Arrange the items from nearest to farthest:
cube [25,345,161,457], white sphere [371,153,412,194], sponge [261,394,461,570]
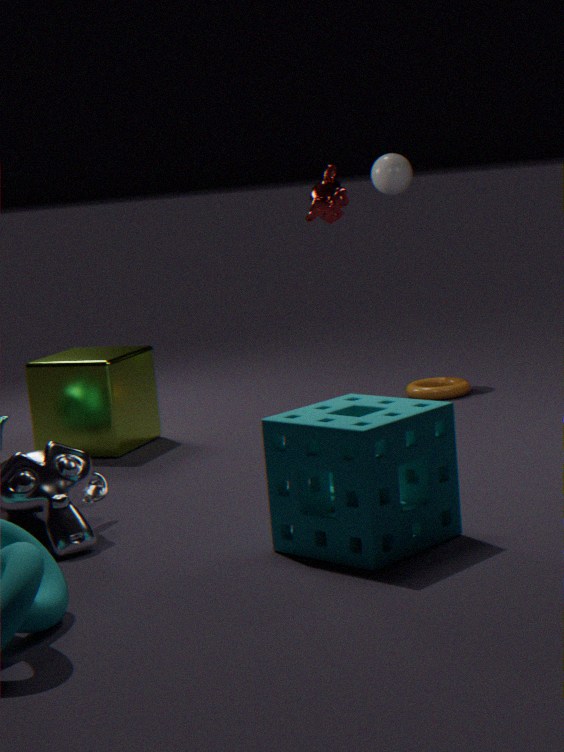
sponge [261,394,461,570]
cube [25,345,161,457]
white sphere [371,153,412,194]
